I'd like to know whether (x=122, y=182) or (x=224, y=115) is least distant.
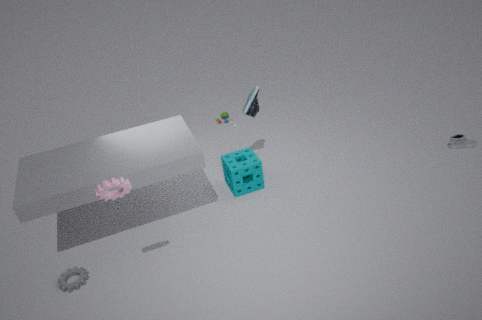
(x=122, y=182)
